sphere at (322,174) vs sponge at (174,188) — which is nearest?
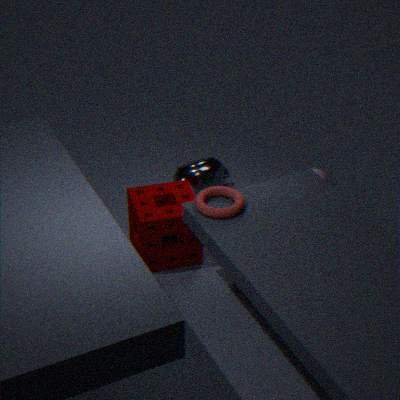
sponge at (174,188)
